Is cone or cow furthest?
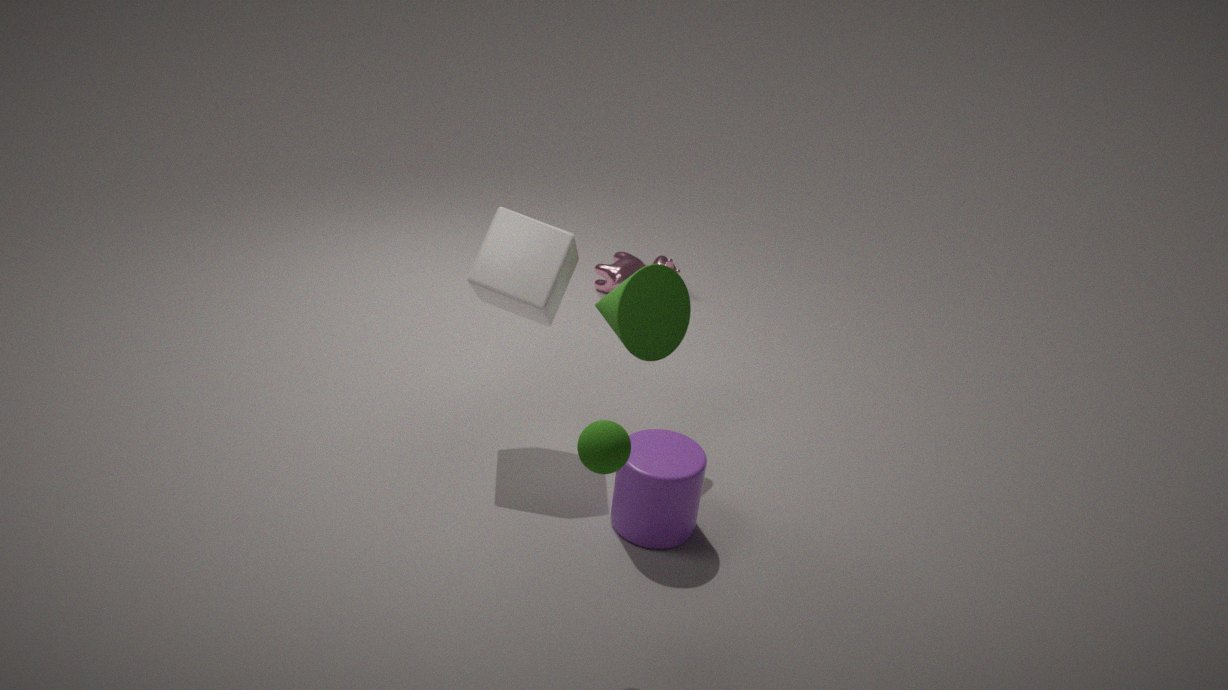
cow
